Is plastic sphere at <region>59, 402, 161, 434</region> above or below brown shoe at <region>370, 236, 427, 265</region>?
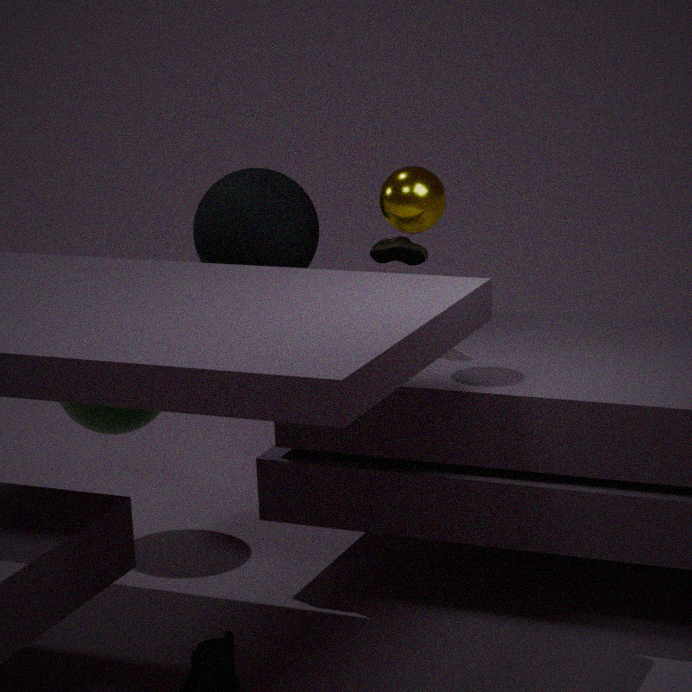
below
